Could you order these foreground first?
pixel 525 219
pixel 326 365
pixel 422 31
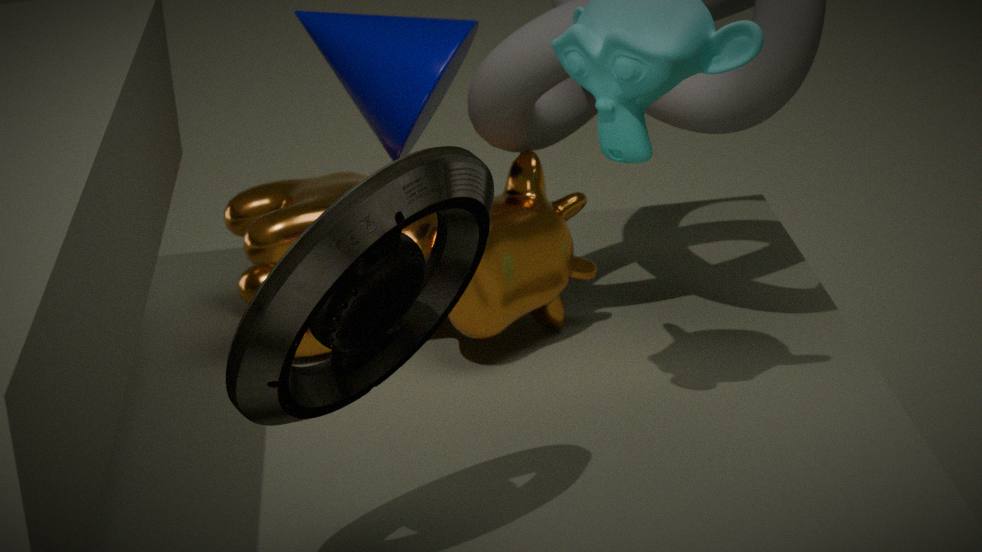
pixel 326 365 → pixel 525 219 → pixel 422 31
